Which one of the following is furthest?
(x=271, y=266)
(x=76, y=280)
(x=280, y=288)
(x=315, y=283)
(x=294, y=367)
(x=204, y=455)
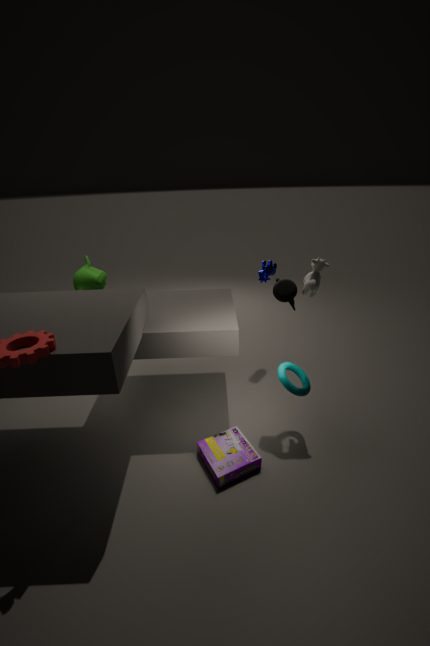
(x=76, y=280)
